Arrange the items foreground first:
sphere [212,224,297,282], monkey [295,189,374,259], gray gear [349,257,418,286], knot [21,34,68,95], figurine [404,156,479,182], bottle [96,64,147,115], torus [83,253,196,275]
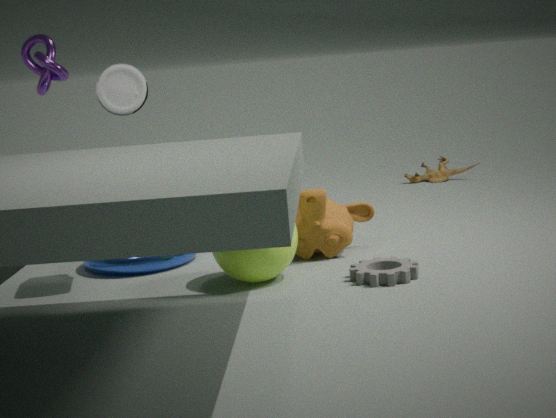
gray gear [349,257,418,286] → sphere [212,224,297,282] → bottle [96,64,147,115] → monkey [295,189,374,259] → knot [21,34,68,95] → torus [83,253,196,275] → figurine [404,156,479,182]
